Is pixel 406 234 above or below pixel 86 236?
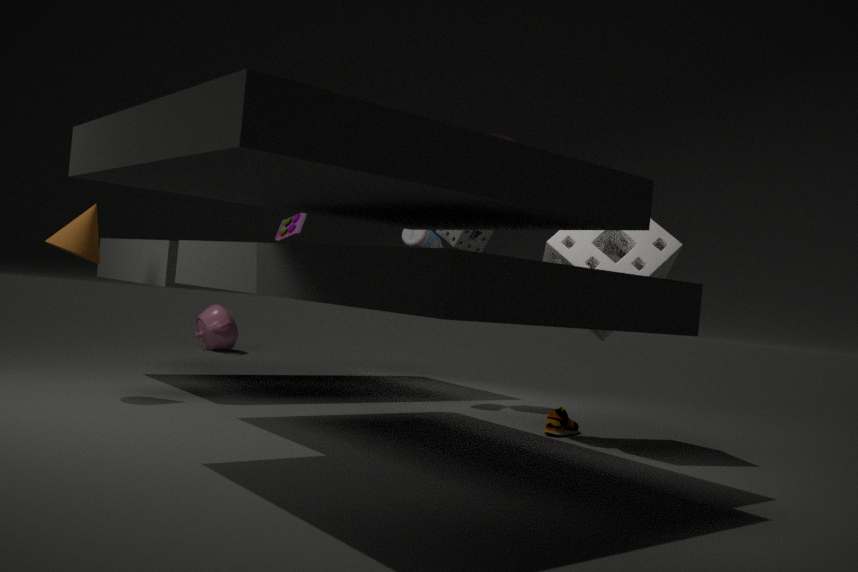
above
